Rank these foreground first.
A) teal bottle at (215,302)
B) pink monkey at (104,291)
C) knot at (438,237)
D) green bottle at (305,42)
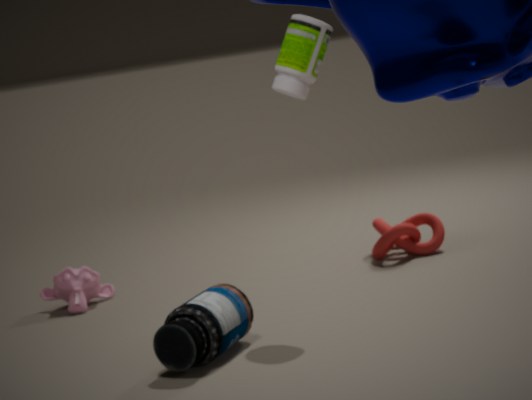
teal bottle at (215,302), green bottle at (305,42), pink monkey at (104,291), knot at (438,237)
